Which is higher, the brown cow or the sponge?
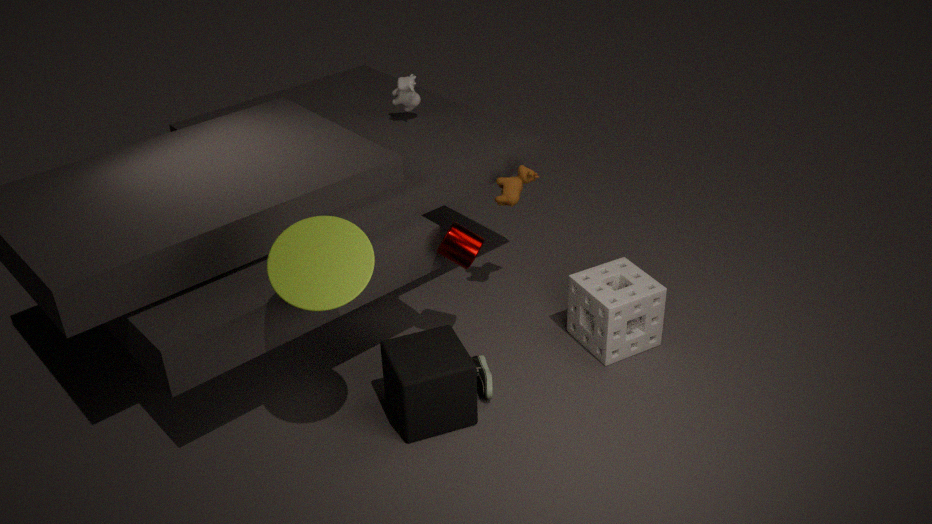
the brown cow
